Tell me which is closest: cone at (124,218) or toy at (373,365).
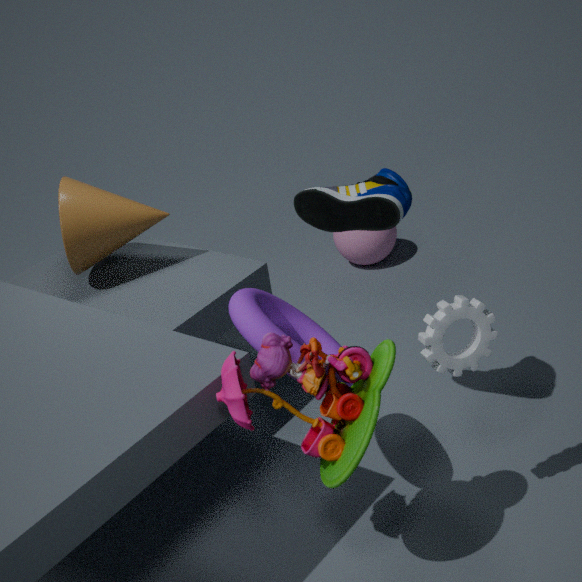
toy at (373,365)
